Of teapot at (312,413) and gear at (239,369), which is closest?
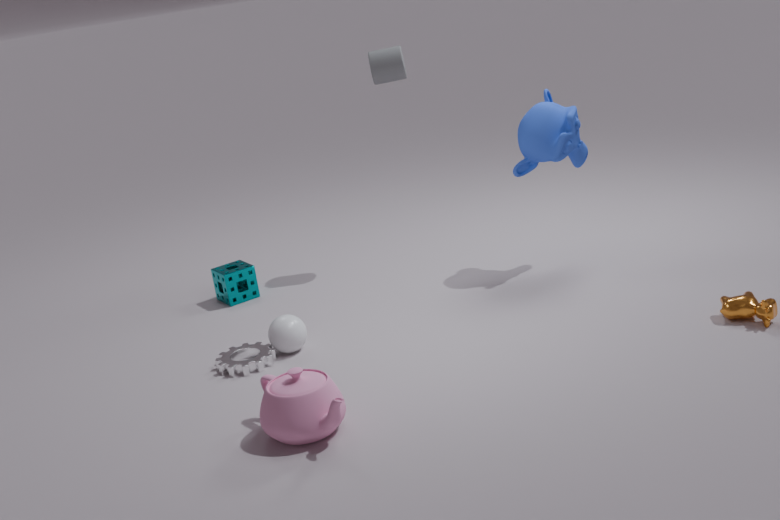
teapot at (312,413)
